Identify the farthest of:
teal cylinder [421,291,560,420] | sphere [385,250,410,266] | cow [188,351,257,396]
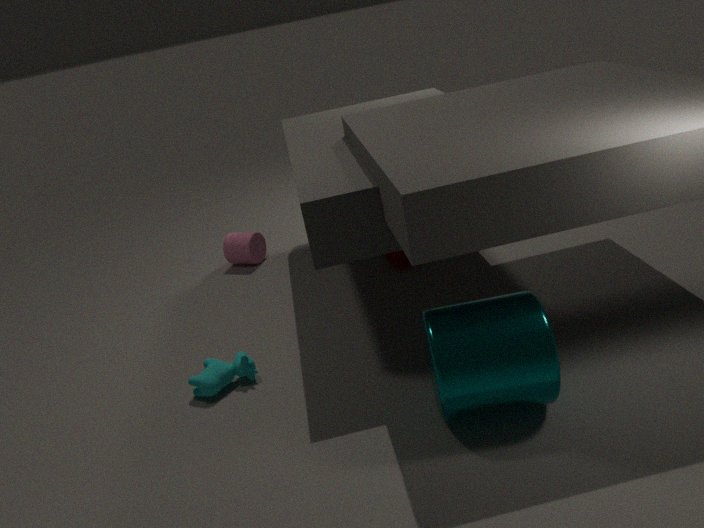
sphere [385,250,410,266]
